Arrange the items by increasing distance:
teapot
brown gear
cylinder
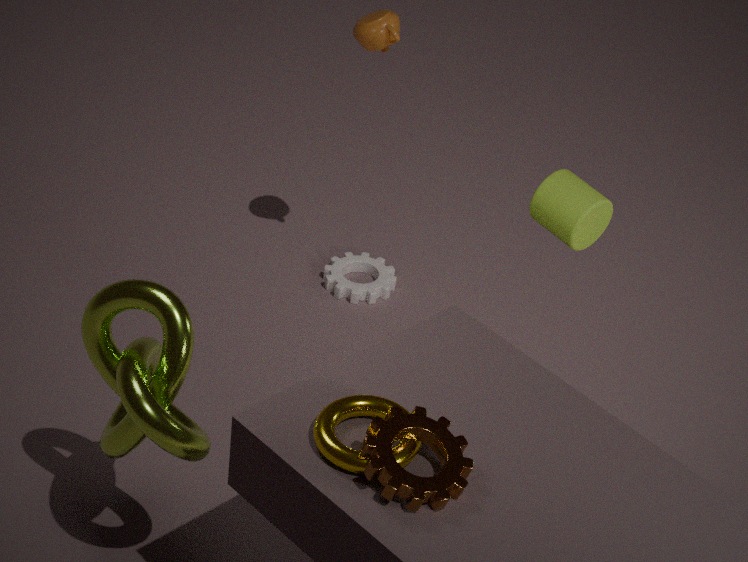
brown gear → cylinder → teapot
